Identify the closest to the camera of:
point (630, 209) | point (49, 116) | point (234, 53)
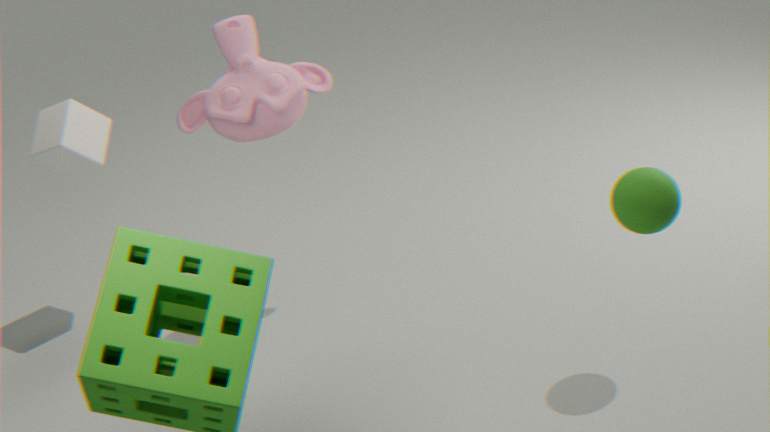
point (630, 209)
